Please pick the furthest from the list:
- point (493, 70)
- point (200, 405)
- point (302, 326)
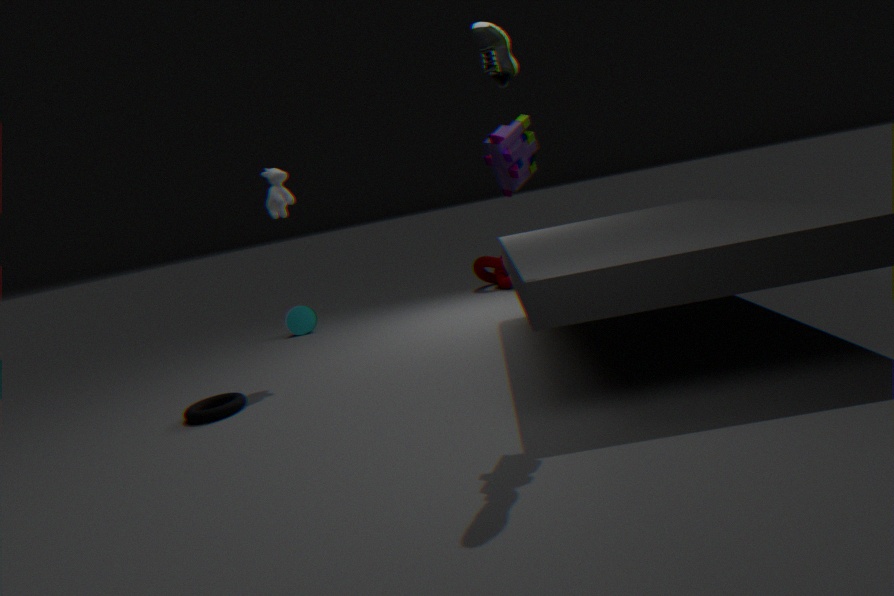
point (302, 326)
